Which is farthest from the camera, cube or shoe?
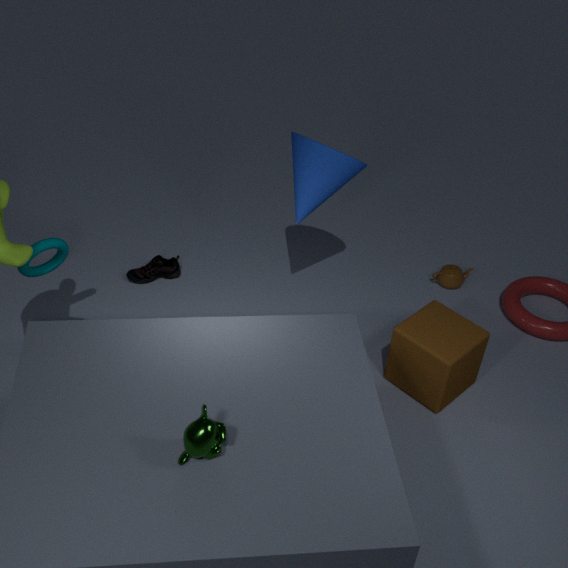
shoe
